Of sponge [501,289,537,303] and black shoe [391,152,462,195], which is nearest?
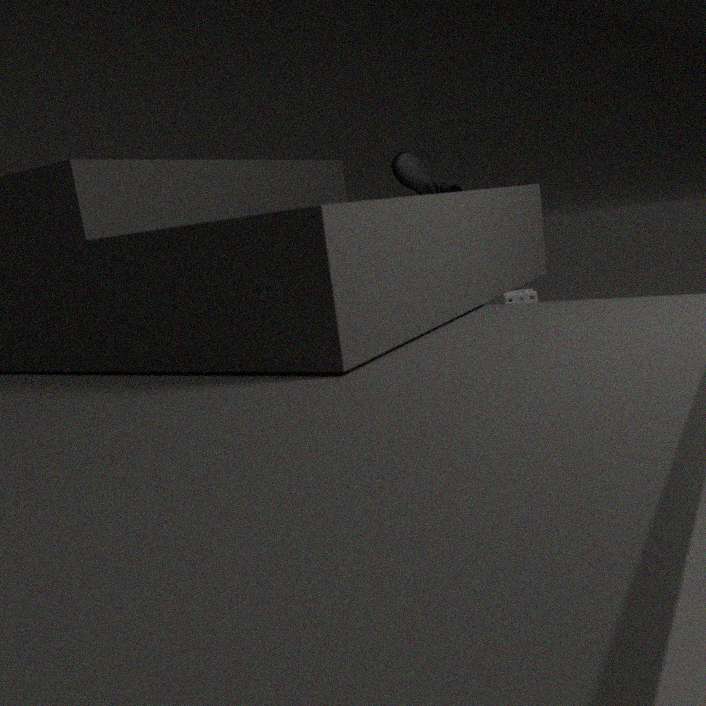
black shoe [391,152,462,195]
